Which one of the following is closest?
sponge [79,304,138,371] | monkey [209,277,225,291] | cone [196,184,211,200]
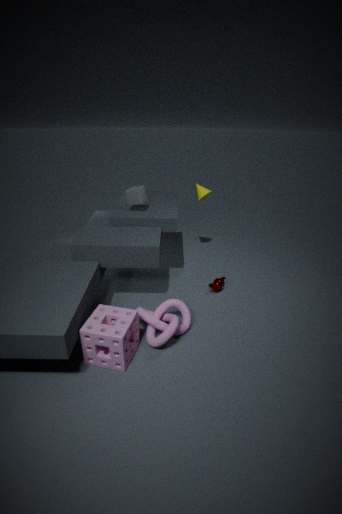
sponge [79,304,138,371]
